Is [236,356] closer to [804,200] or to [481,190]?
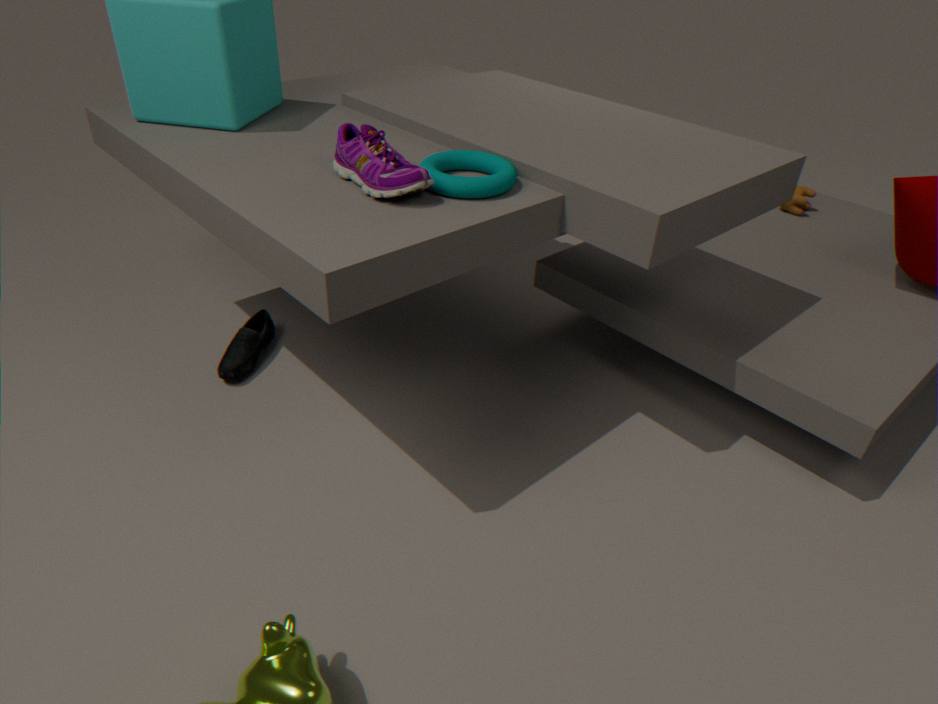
[481,190]
